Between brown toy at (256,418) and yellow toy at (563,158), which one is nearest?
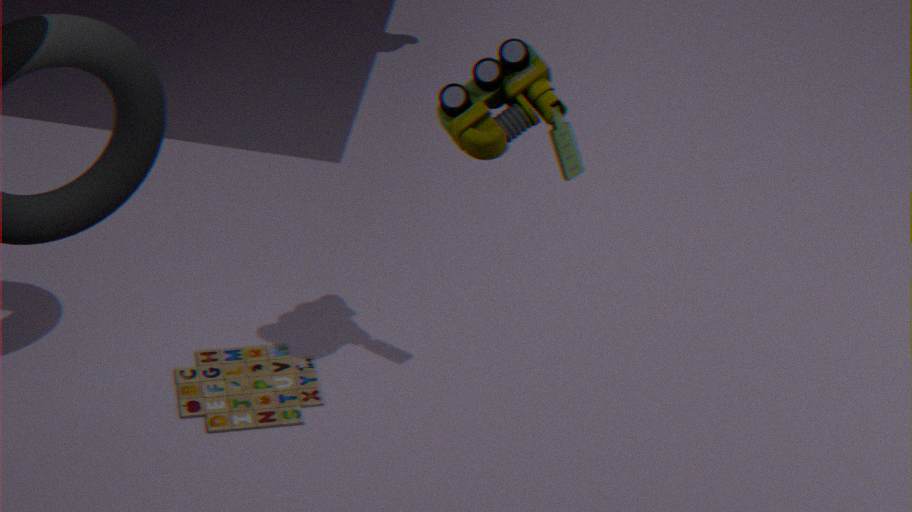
yellow toy at (563,158)
